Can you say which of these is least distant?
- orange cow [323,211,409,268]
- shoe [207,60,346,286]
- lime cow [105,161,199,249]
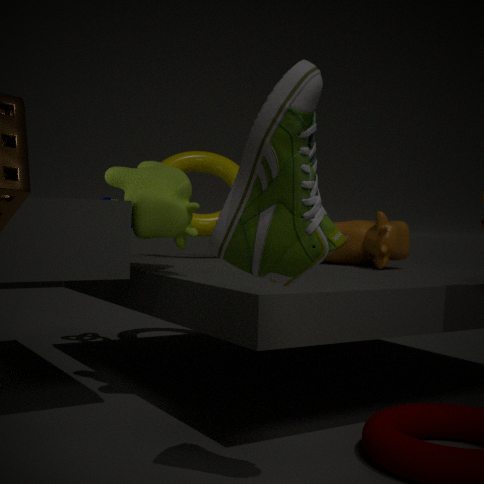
shoe [207,60,346,286]
